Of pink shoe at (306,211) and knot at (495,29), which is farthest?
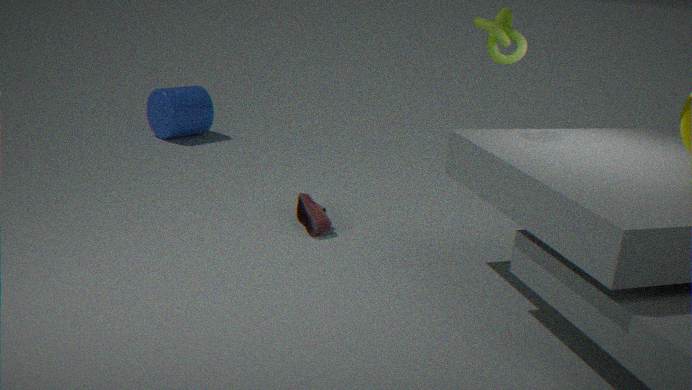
pink shoe at (306,211)
